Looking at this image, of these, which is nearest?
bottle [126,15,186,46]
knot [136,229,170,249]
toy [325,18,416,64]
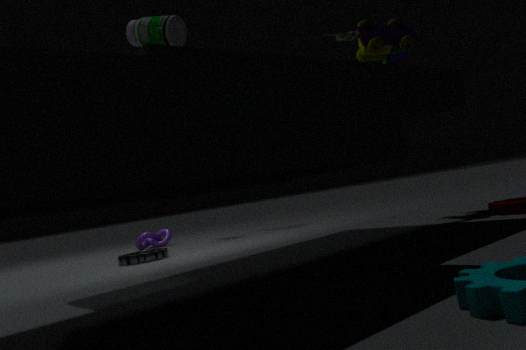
bottle [126,15,186,46]
